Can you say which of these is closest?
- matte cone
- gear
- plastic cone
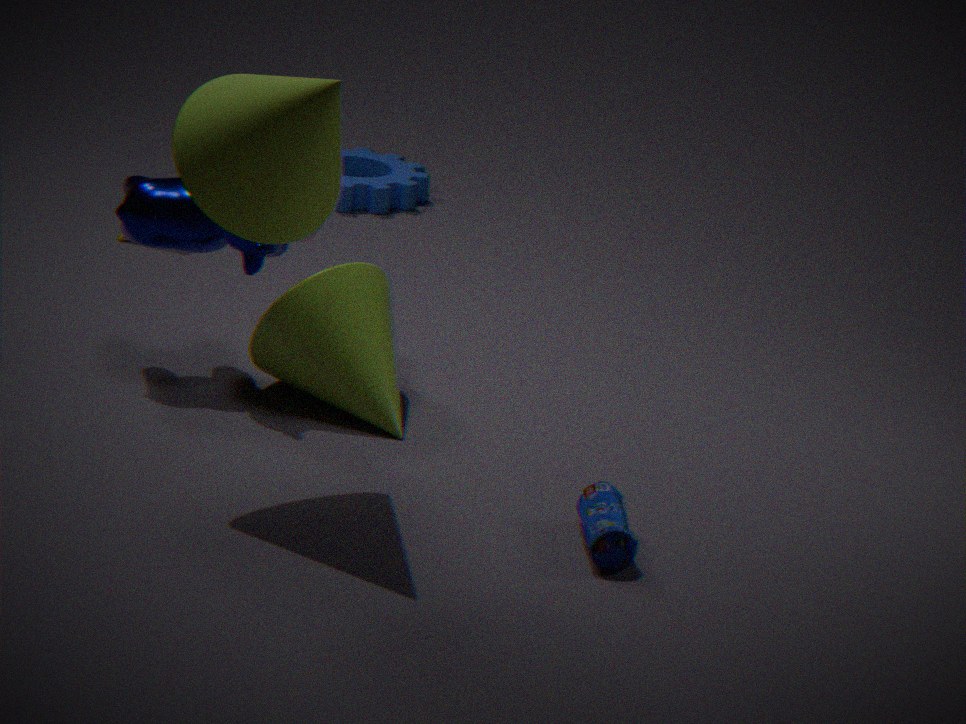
matte cone
